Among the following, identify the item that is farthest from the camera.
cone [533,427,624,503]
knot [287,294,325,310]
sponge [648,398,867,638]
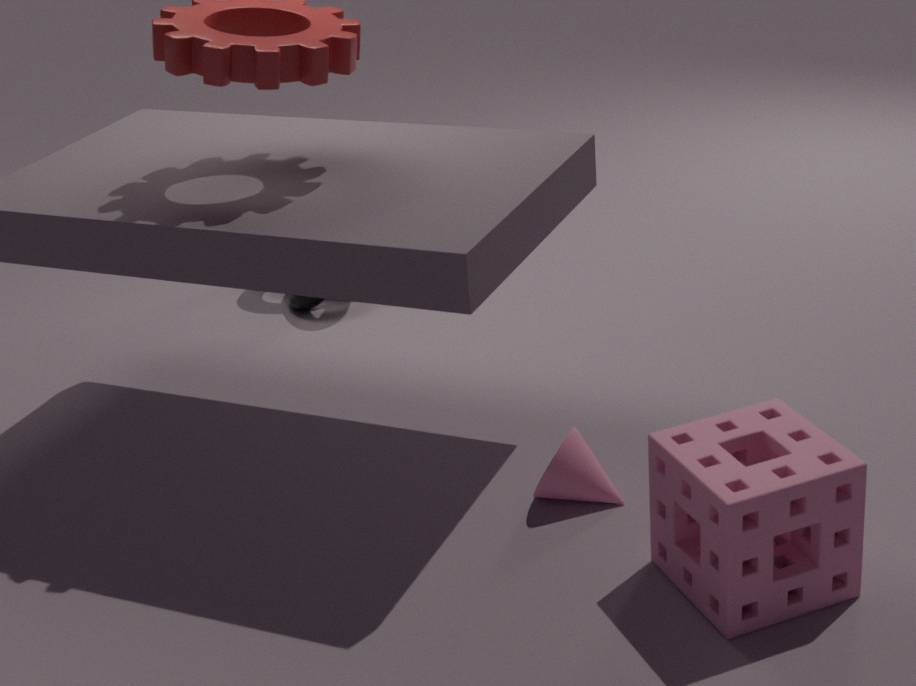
knot [287,294,325,310]
